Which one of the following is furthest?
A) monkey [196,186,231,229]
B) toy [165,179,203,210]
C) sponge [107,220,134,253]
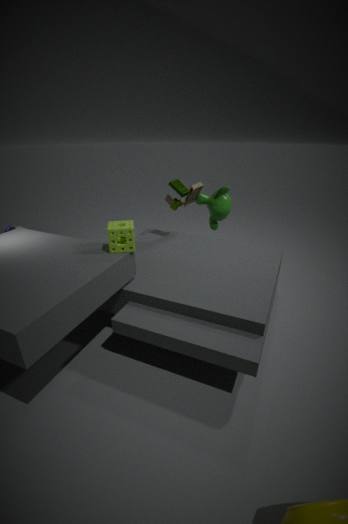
A. monkey [196,186,231,229]
